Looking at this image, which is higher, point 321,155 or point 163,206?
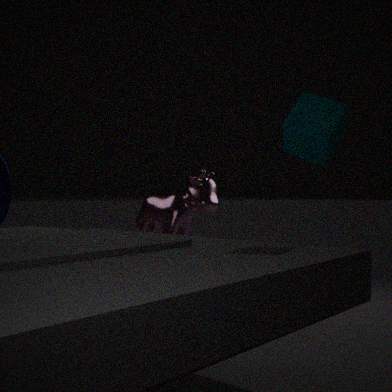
point 321,155
